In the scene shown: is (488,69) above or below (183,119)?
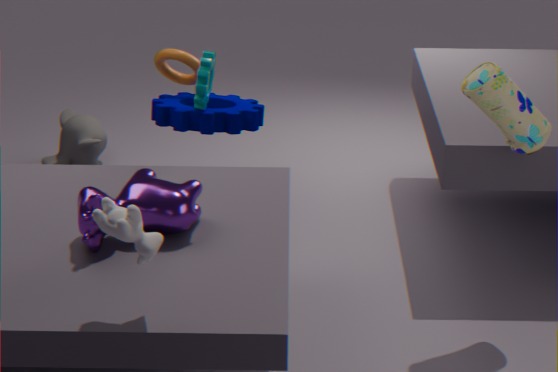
above
